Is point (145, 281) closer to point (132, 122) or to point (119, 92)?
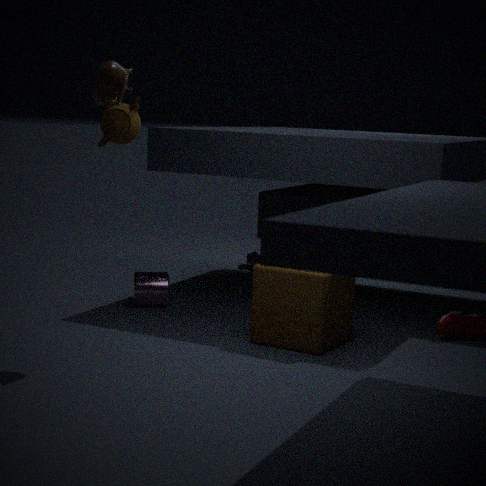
point (132, 122)
